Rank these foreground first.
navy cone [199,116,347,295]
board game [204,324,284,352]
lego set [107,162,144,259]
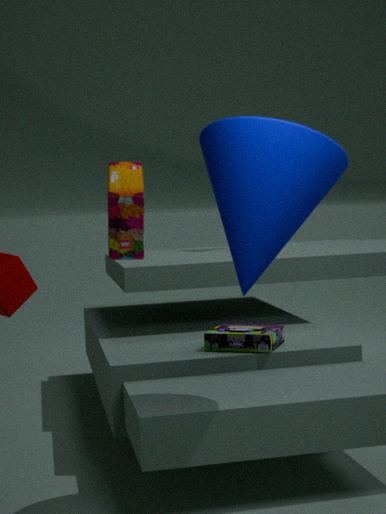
lego set [107,162,144,259] → navy cone [199,116,347,295] → board game [204,324,284,352]
